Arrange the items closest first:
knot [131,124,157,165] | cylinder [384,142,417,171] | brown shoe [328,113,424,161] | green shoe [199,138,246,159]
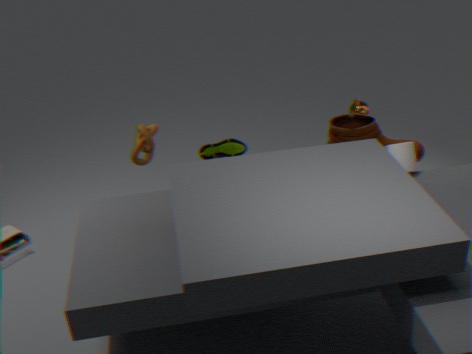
knot [131,124,157,165] < cylinder [384,142,417,171] < brown shoe [328,113,424,161] < green shoe [199,138,246,159]
